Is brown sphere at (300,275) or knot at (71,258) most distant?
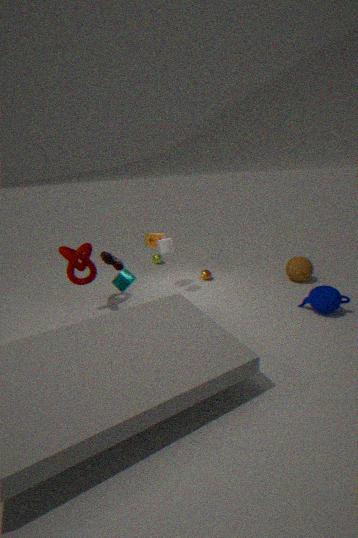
brown sphere at (300,275)
